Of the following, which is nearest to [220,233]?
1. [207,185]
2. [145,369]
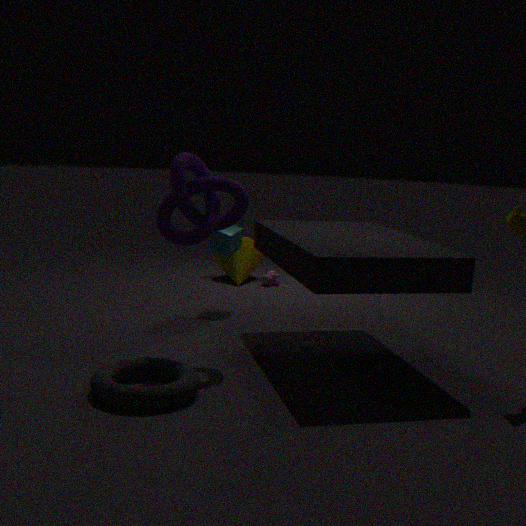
[207,185]
